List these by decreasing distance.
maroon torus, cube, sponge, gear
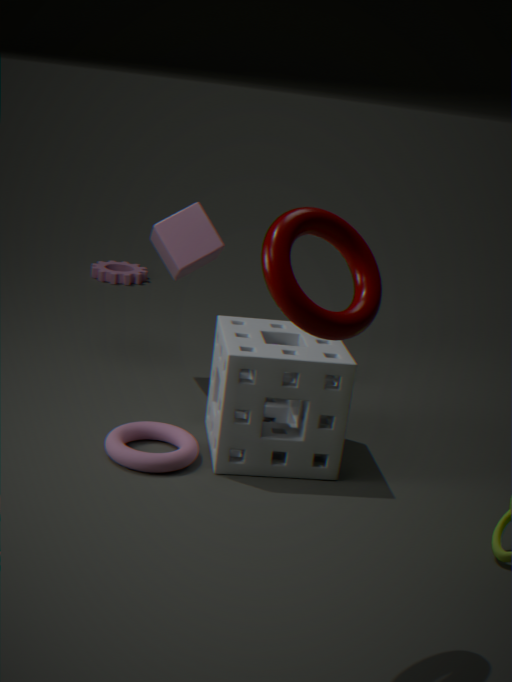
gear
cube
sponge
maroon torus
